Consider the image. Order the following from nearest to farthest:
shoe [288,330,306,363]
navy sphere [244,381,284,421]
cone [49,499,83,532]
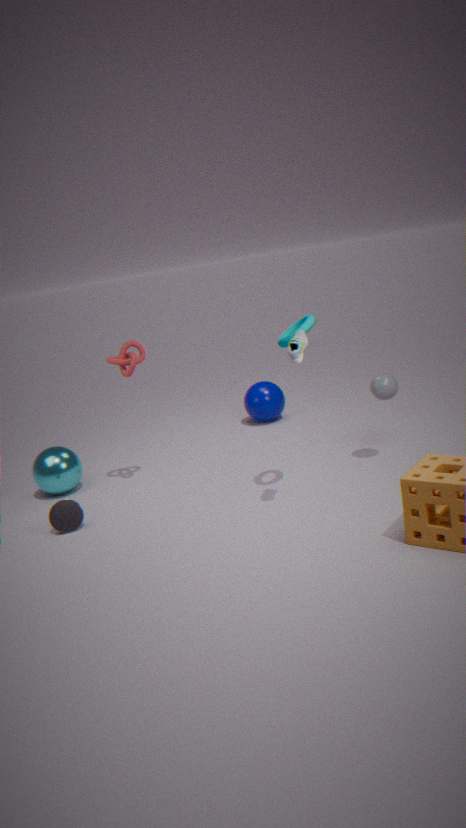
shoe [288,330,306,363], cone [49,499,83,532], navy sphere [244,381,284,421]
